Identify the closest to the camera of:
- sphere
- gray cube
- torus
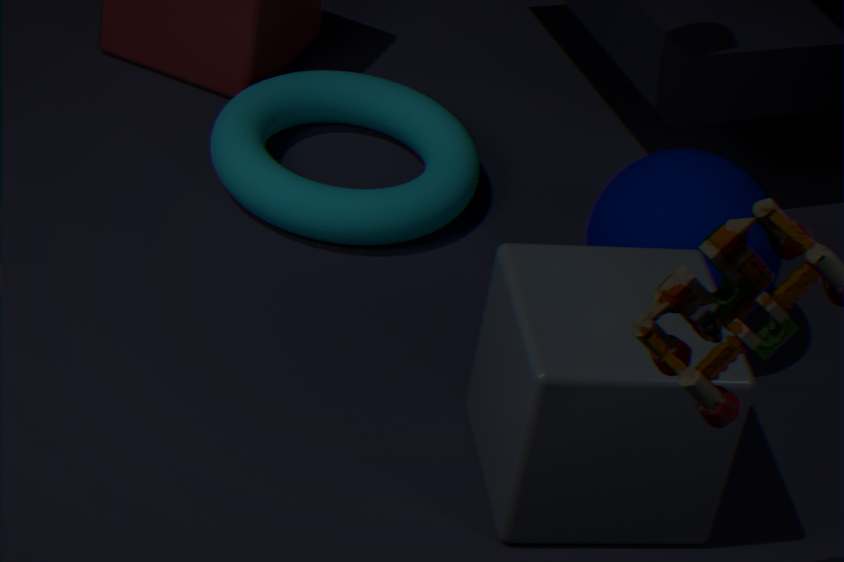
gray cube
